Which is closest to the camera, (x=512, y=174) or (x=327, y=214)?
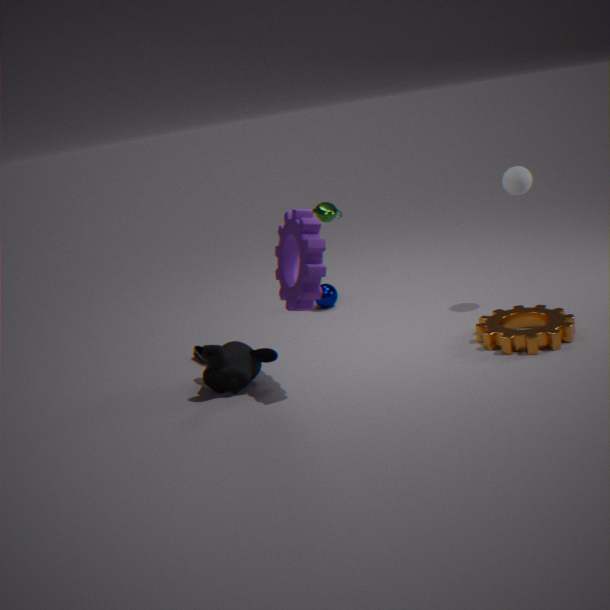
(x=512, y=174)
